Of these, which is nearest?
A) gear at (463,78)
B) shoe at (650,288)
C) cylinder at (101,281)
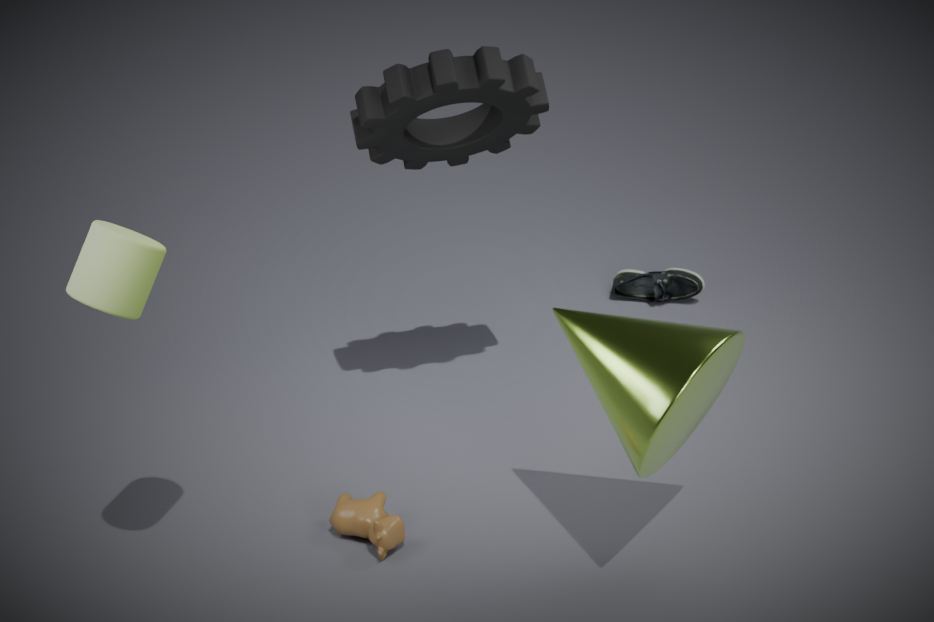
cylinder at (101,281)
